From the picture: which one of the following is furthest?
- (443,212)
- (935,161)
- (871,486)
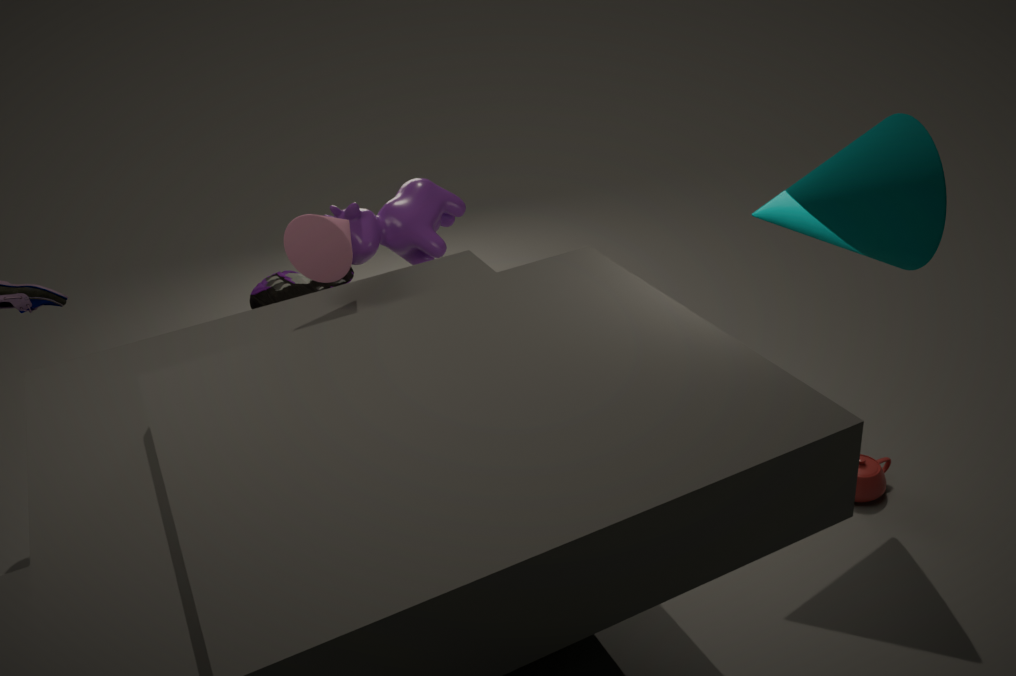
(443,212)
